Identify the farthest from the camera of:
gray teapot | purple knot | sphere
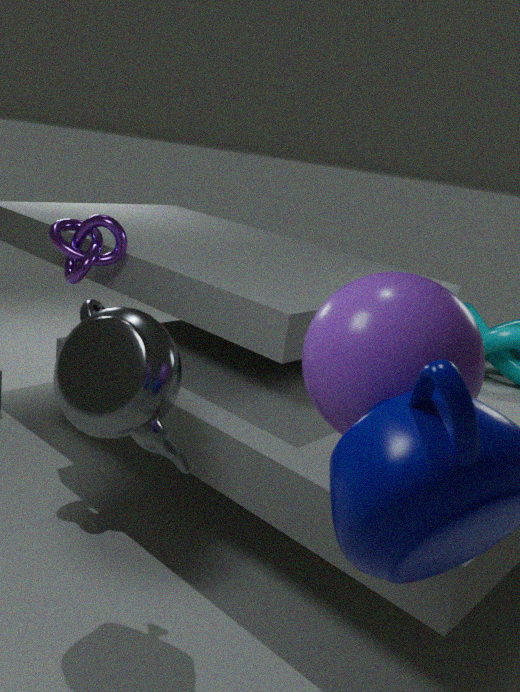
purple knot
